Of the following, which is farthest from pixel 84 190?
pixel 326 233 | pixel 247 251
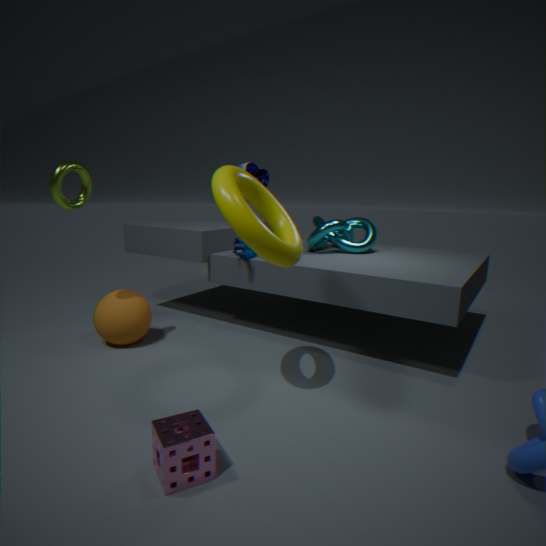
pixel 326 233
